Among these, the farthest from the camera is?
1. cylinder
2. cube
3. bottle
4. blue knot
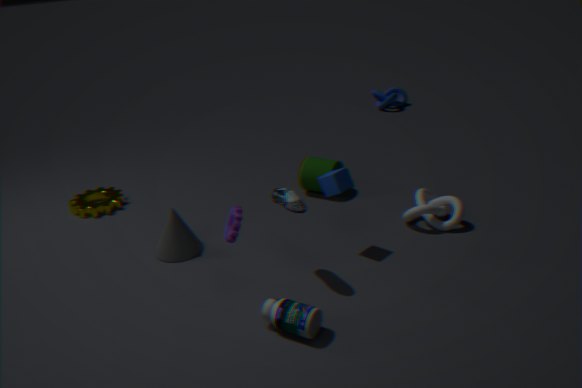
blue knot
